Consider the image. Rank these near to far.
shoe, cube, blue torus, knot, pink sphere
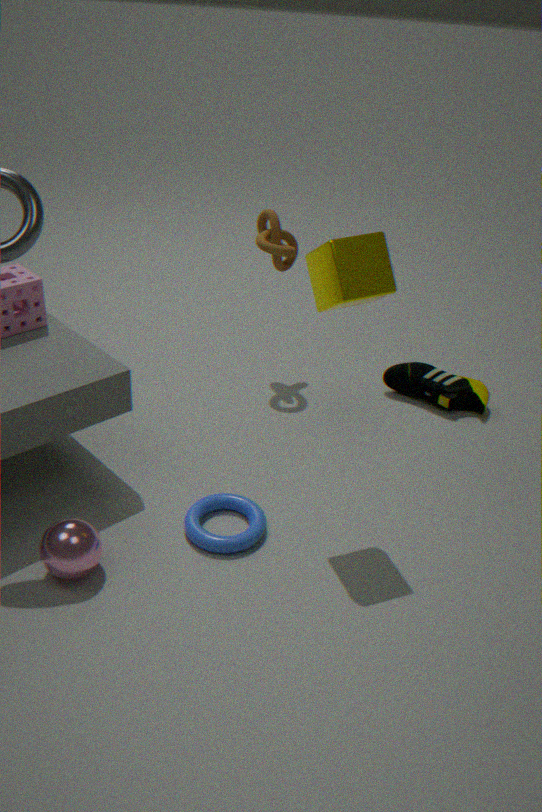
cube, pink sphere, blue torus, knot, shoe
